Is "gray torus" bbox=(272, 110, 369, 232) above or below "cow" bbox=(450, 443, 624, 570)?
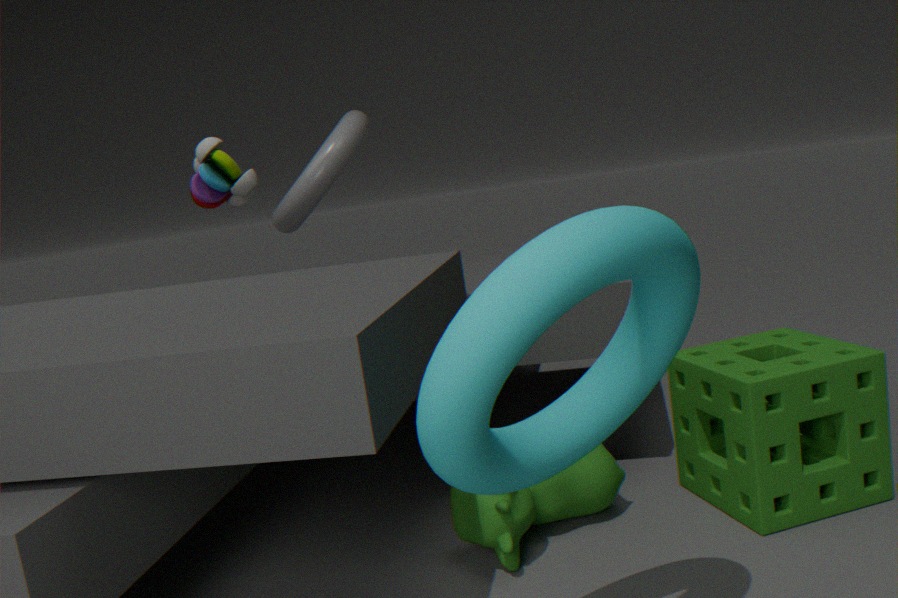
above
